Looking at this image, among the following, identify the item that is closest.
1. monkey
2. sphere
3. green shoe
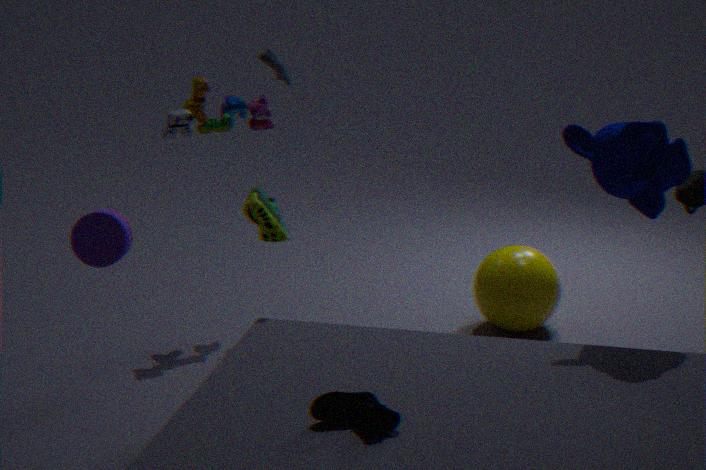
monkey
